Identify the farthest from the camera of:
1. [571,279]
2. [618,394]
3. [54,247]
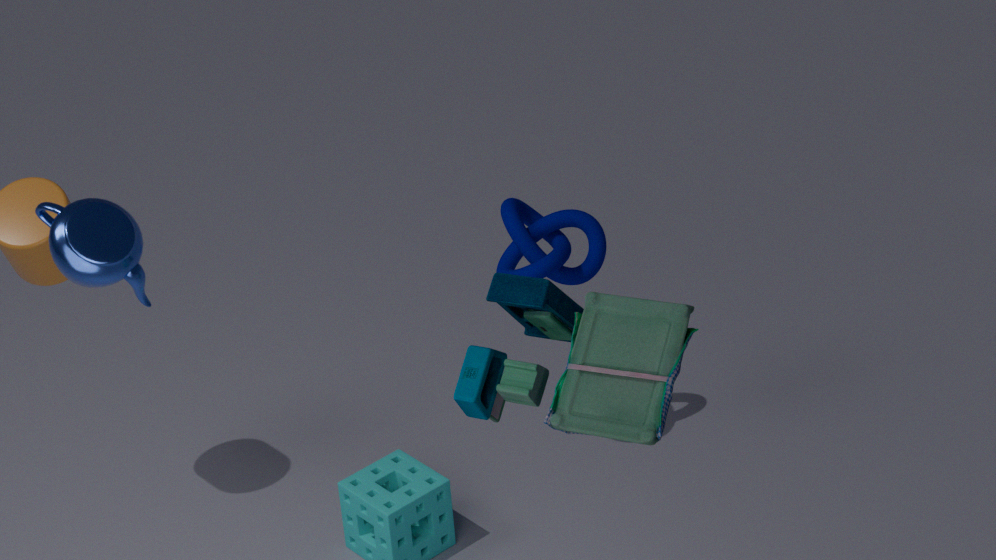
[571,279]
